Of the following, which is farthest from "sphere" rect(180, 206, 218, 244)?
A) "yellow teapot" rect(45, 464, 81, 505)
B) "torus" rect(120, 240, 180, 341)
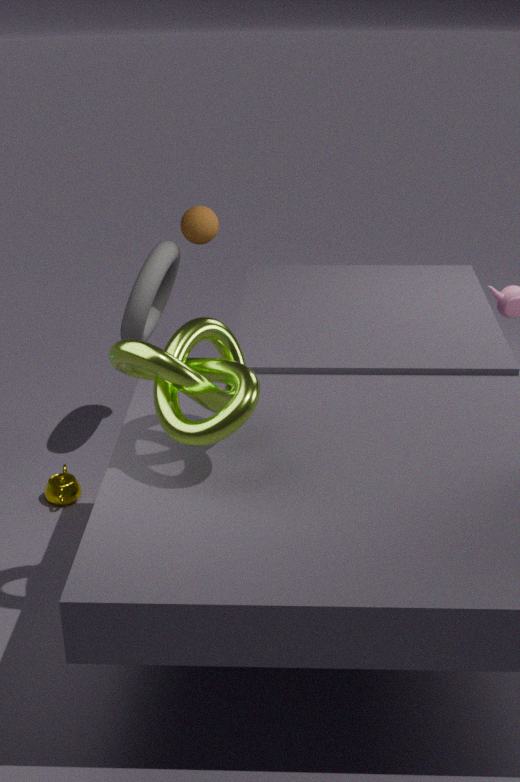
"yellow teapot" rect(45, 464, 81, 505)
